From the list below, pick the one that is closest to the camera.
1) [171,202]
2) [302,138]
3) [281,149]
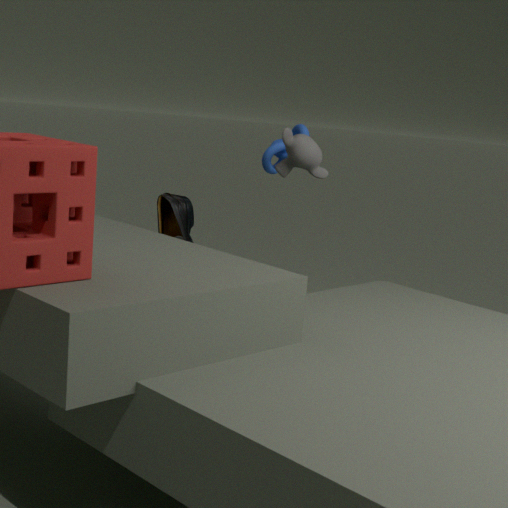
2. [302,138]
